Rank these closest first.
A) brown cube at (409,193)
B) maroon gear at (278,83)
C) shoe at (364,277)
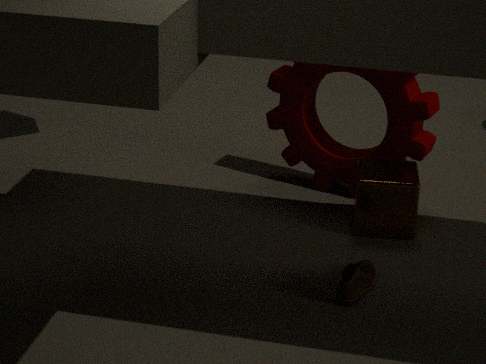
shoe at (364,277), brown cube at (409,193), maroon gear at (278,83)
